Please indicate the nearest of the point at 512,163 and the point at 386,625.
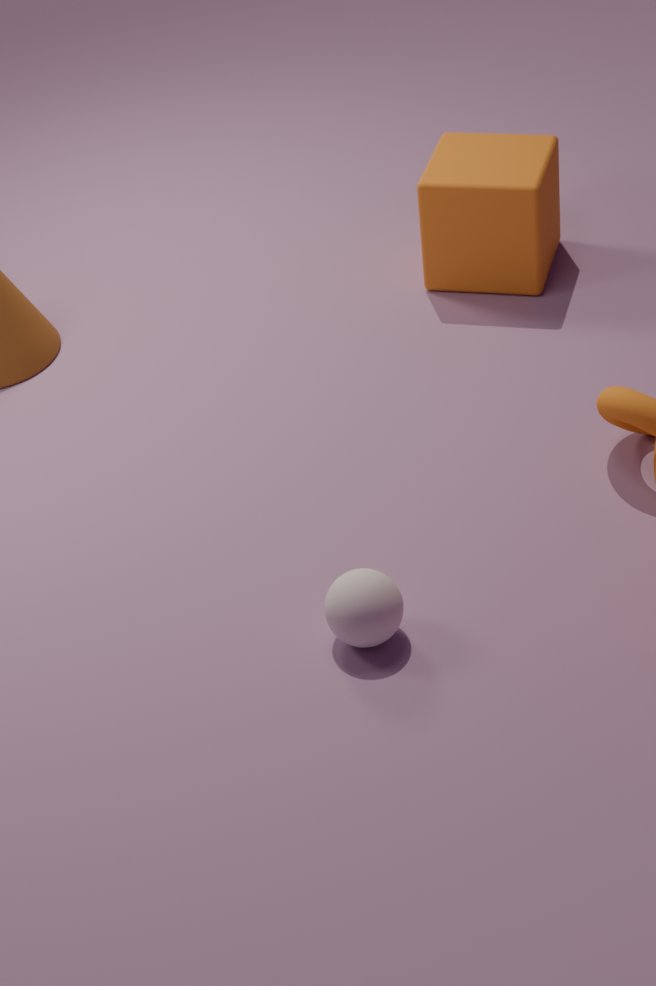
the point at 386,625
